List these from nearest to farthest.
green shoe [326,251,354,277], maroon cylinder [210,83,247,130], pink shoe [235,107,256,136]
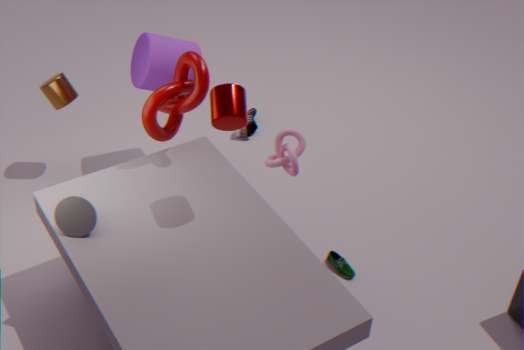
maroon cylinder [210,83,247,130], green shoe [326,251,354,277], pink shoe [235,107,256,136]
